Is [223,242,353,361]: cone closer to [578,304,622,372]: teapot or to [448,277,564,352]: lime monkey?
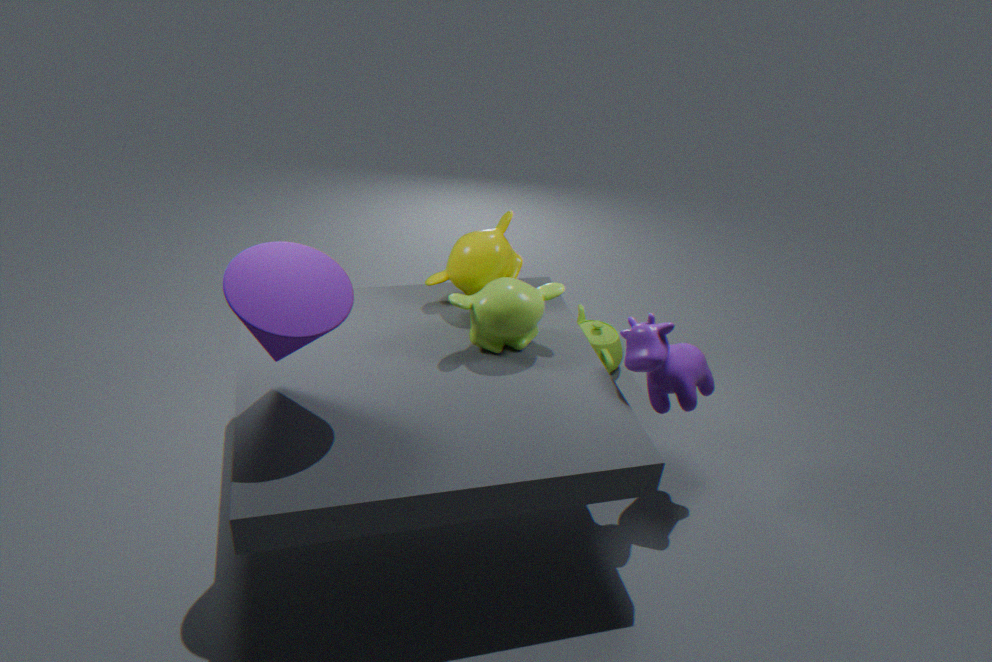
[448,277,564,352]: lime monkey
